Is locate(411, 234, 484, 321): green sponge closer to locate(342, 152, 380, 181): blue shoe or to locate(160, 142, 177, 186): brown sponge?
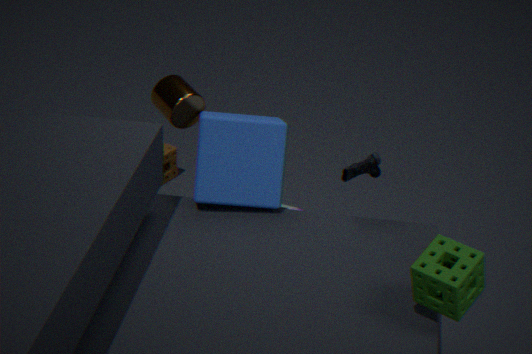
locate(342, 152, 380, 181): blue shoe
